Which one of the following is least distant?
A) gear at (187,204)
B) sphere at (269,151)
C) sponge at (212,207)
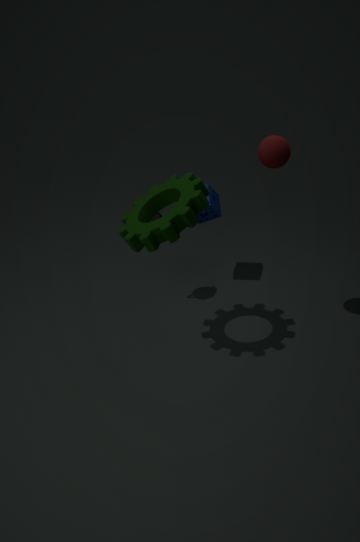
gear at (187,204)
